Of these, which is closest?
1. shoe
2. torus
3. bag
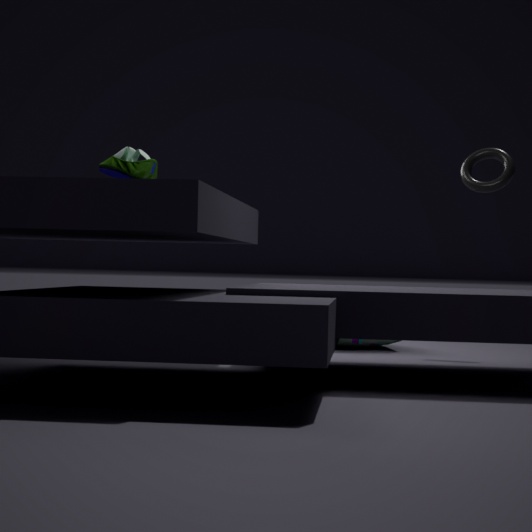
shoe
